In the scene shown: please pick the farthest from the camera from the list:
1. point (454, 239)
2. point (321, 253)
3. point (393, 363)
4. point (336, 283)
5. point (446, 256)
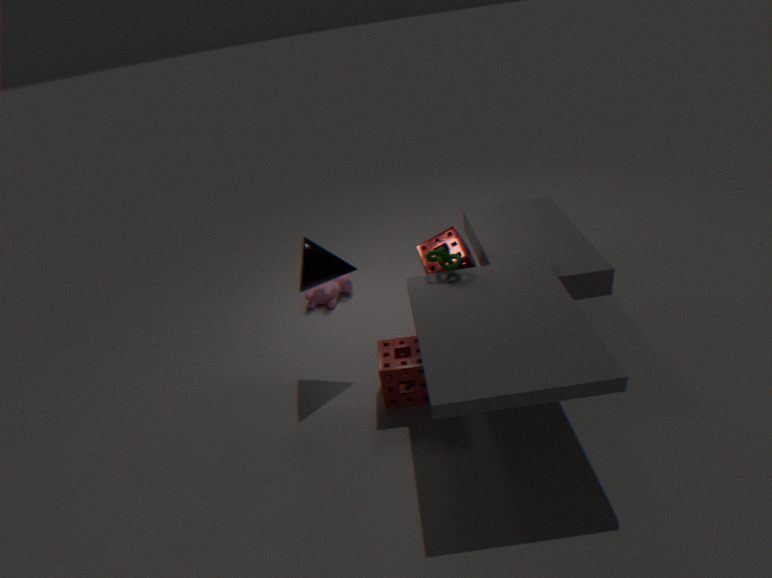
point (336, 283)
